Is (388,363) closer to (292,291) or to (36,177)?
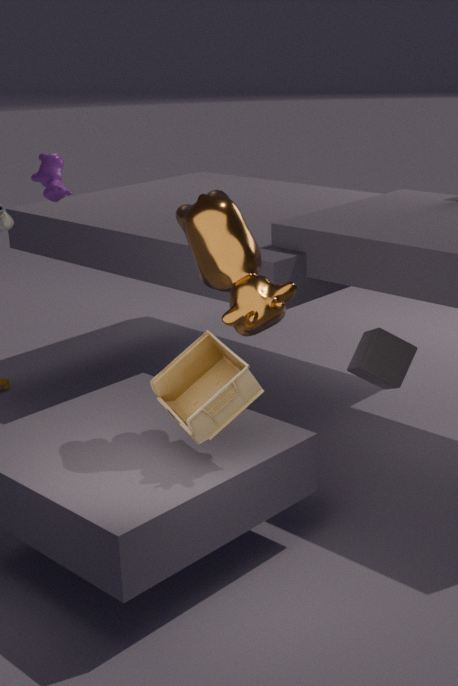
(292,291)
